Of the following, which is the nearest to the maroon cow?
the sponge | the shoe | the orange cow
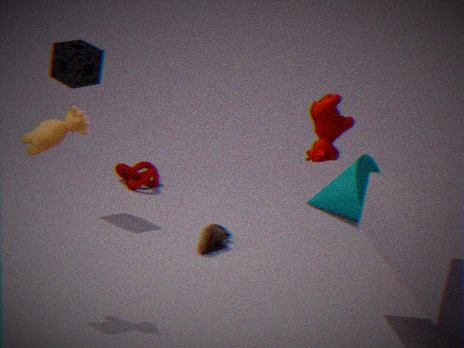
the orange cow
